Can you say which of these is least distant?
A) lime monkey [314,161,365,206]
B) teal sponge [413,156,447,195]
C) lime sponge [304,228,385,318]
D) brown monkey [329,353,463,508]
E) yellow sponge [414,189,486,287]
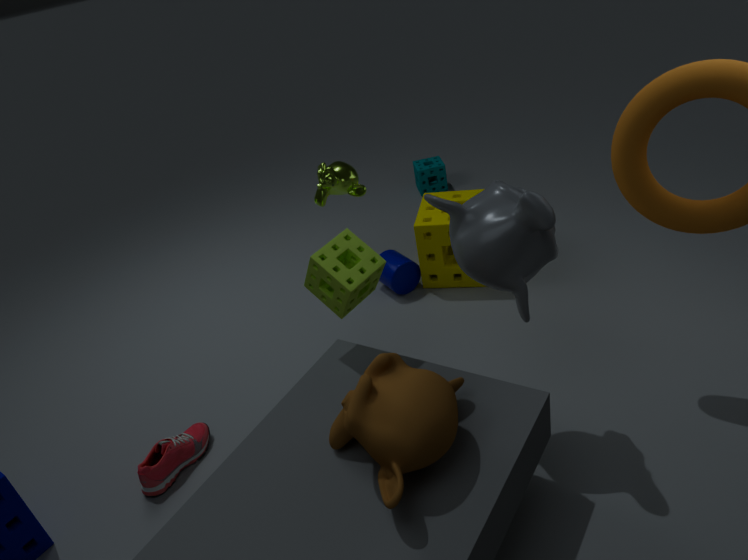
brown monkey [329,353,463,508]
